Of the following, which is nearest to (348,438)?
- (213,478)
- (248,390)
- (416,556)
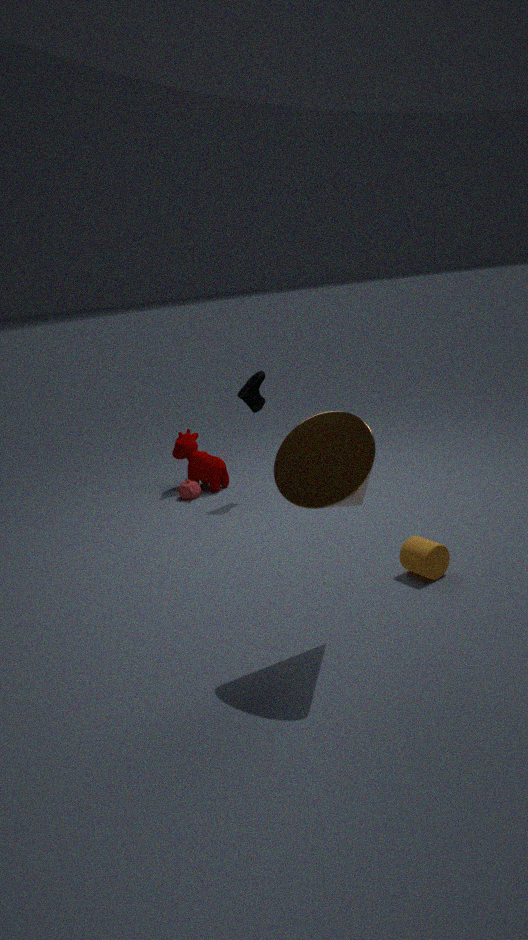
(416,556)
